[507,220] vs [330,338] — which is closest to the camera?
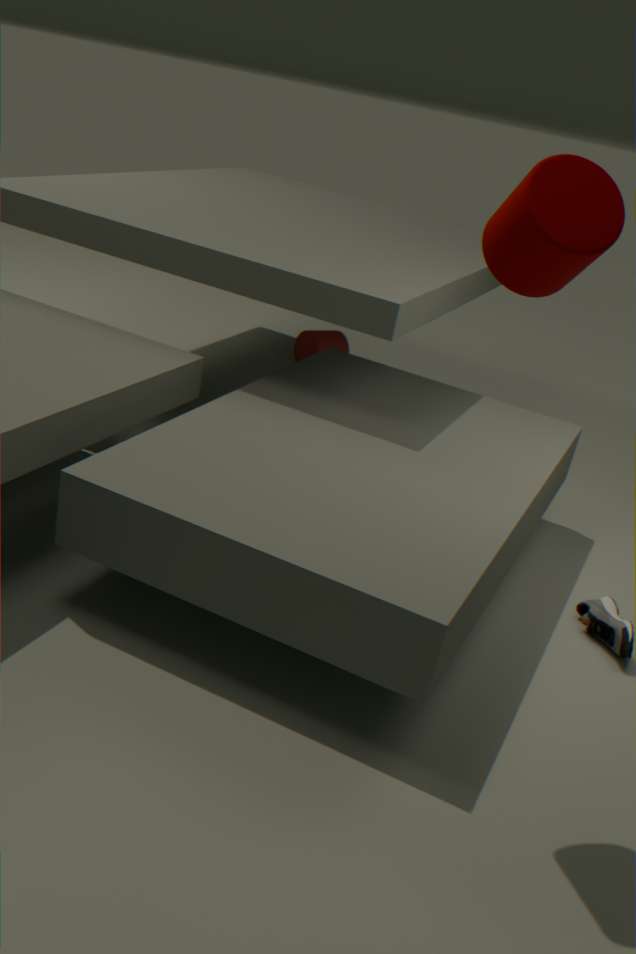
[507,220]
